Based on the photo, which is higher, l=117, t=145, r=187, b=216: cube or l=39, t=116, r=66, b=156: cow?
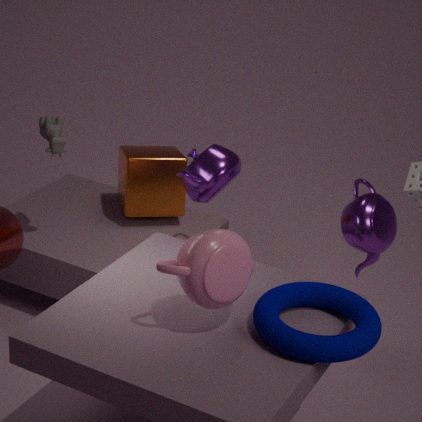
l=39, t=116, r=66, b=156: cow
